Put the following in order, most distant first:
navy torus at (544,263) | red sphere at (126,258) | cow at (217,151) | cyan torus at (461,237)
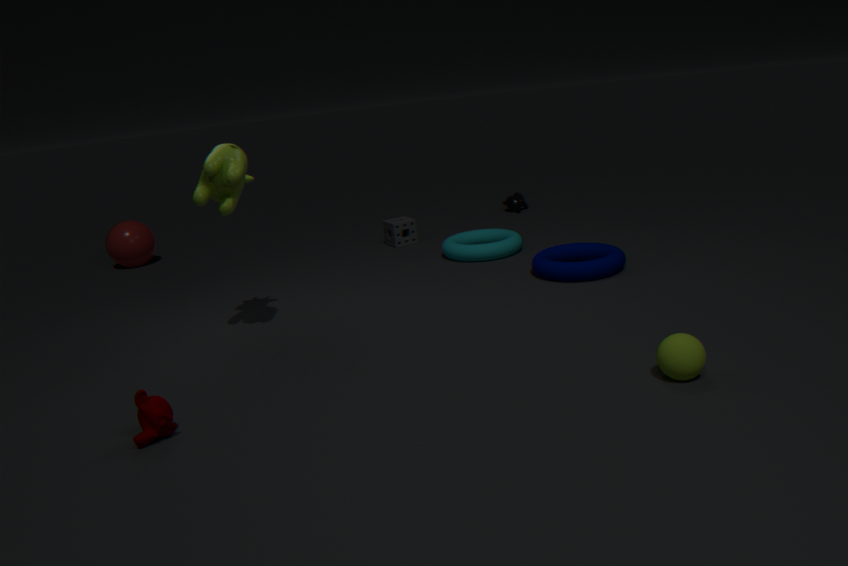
red sphere at (126,258)
cyan torus at (461,237)
navy torus at (544,263)
cow at (217,151)
